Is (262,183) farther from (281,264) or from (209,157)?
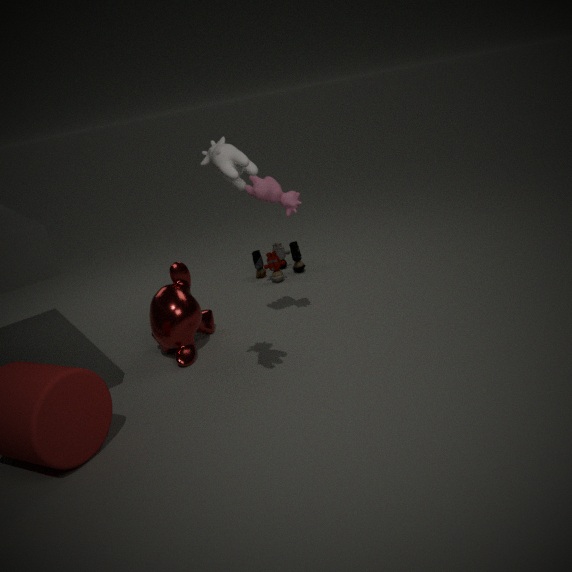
(281,264)
